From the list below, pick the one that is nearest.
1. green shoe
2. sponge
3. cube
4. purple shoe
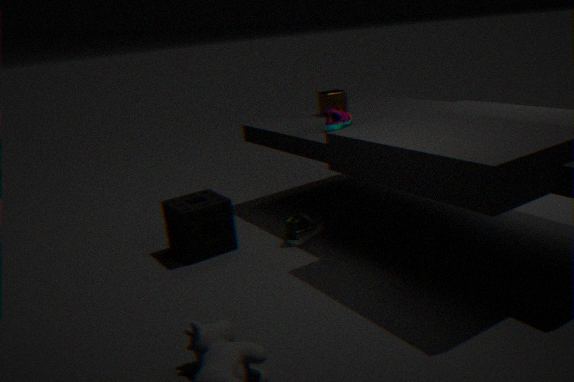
sponge
